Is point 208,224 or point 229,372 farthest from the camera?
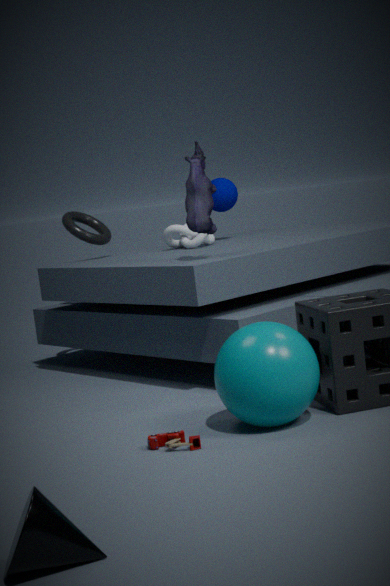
point 208,224
